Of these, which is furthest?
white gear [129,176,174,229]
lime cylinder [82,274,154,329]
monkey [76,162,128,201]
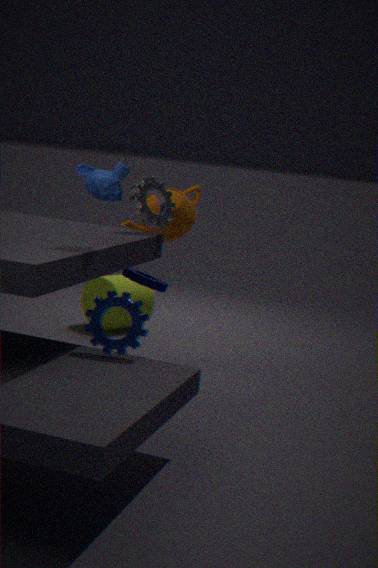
lime cylinder [82,274,154,329]
